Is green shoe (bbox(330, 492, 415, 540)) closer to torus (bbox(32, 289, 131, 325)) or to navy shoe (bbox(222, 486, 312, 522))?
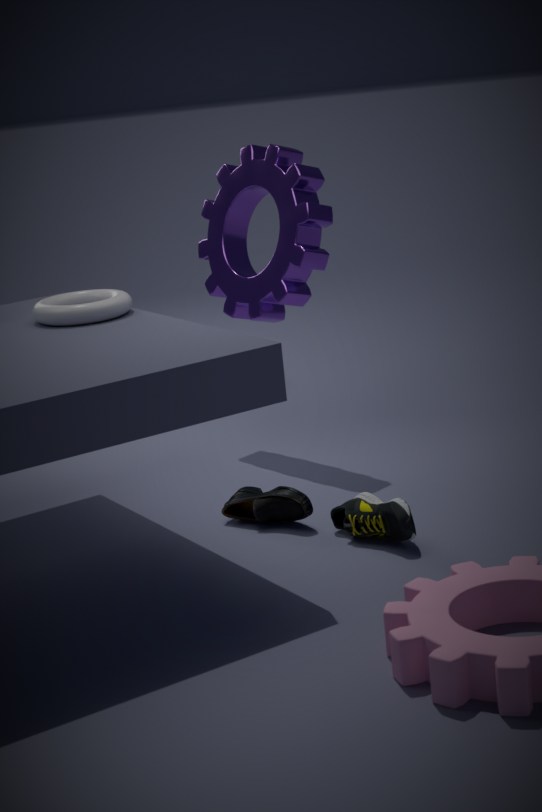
navy shoe (bbox(222, 486, 312, 522))
